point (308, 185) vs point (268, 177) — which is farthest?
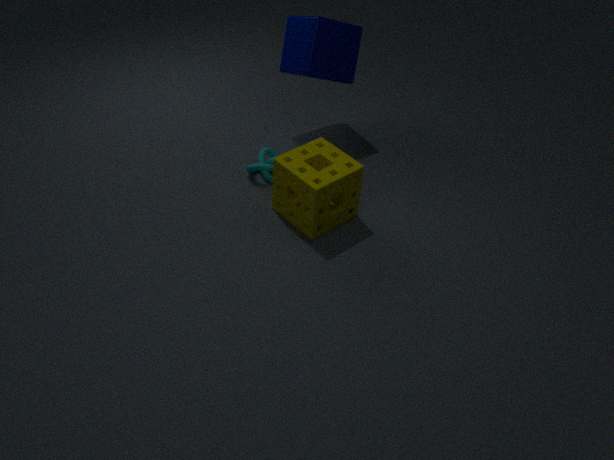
point (268, 177)
